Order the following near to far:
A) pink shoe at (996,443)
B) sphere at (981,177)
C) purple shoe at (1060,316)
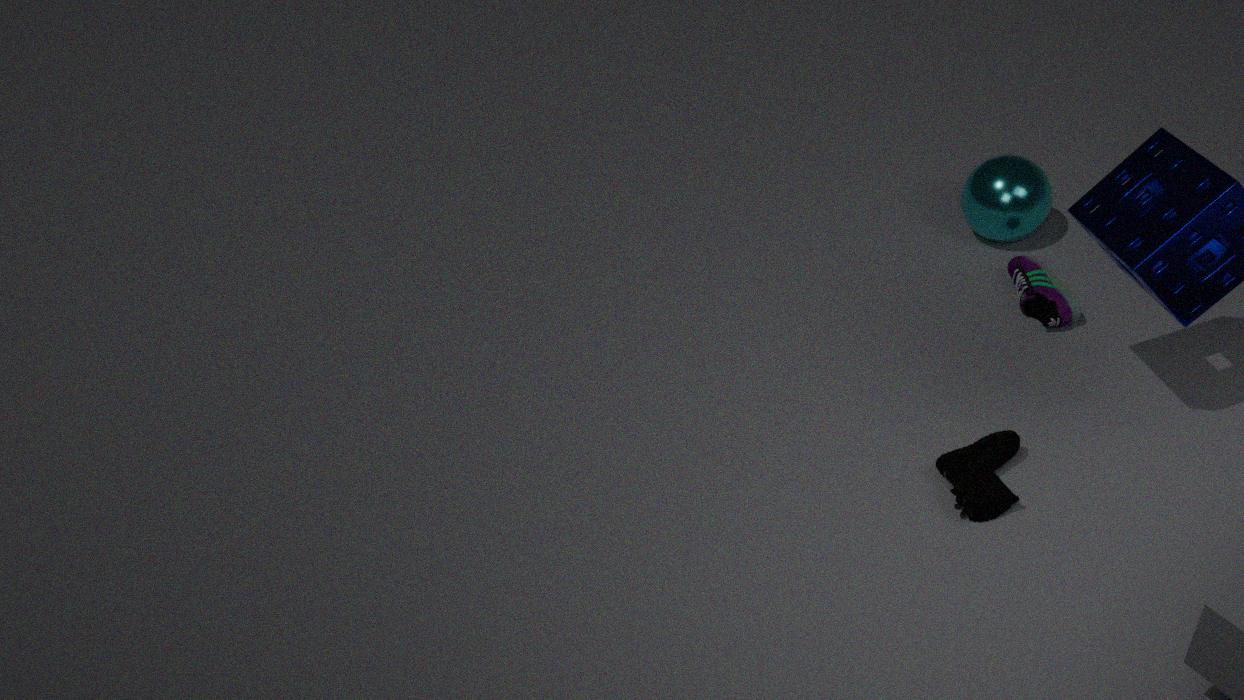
1. pink shoe at (996,443)
2. purple shoe at (1060,316)
3. sphere at (981,177)
